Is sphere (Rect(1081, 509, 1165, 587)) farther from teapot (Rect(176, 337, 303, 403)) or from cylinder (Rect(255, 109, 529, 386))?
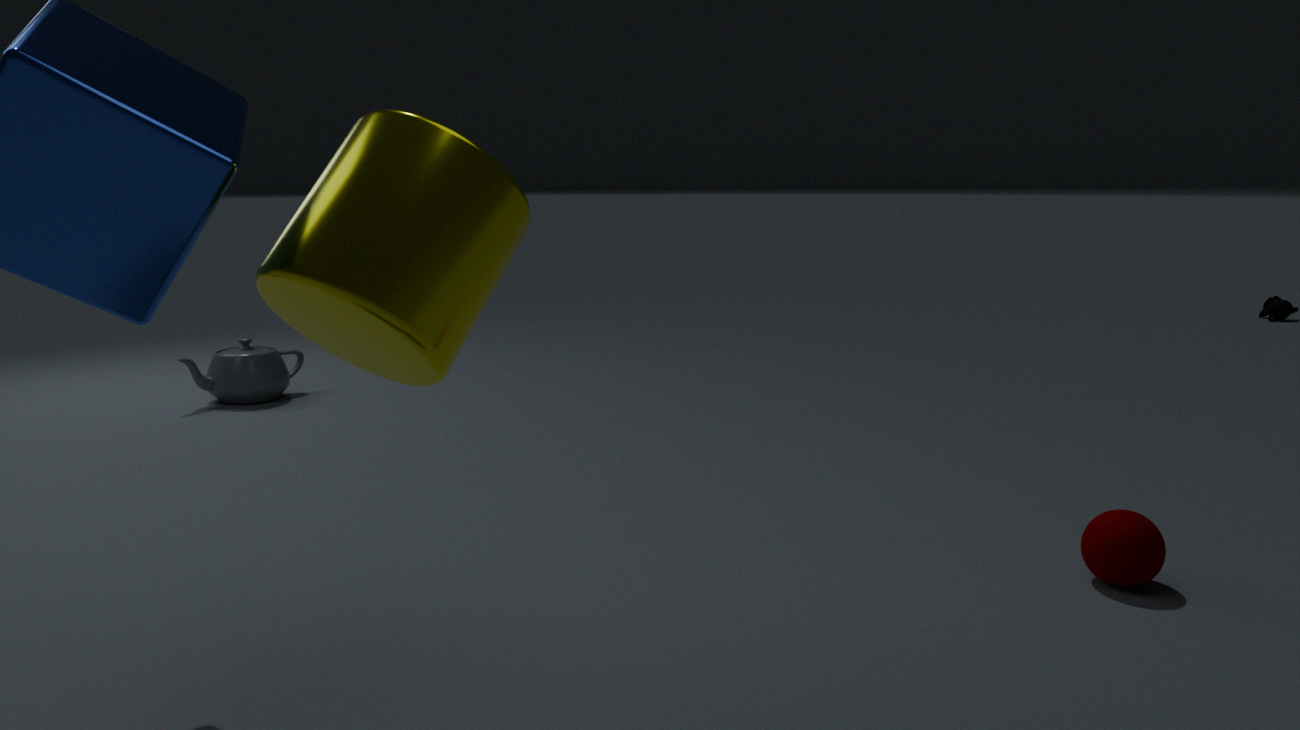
teapot (Rect(176, 337, 303, 403))
